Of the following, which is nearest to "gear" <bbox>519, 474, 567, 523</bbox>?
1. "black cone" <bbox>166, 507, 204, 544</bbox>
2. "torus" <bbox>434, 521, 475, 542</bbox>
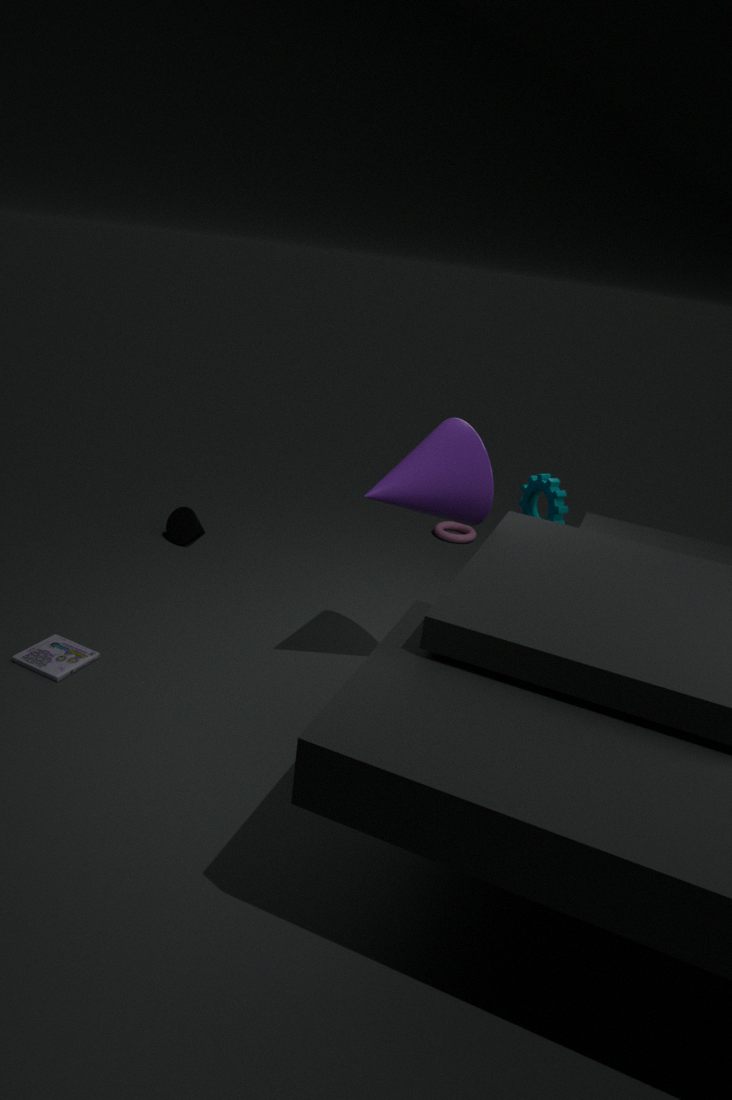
"torus" <bbox>434, 521, 475, 542</bbox>
